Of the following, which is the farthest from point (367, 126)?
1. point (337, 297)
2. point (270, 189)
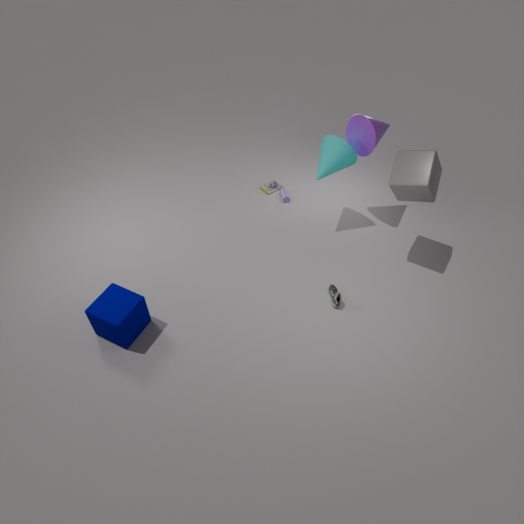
point (337, 297)
